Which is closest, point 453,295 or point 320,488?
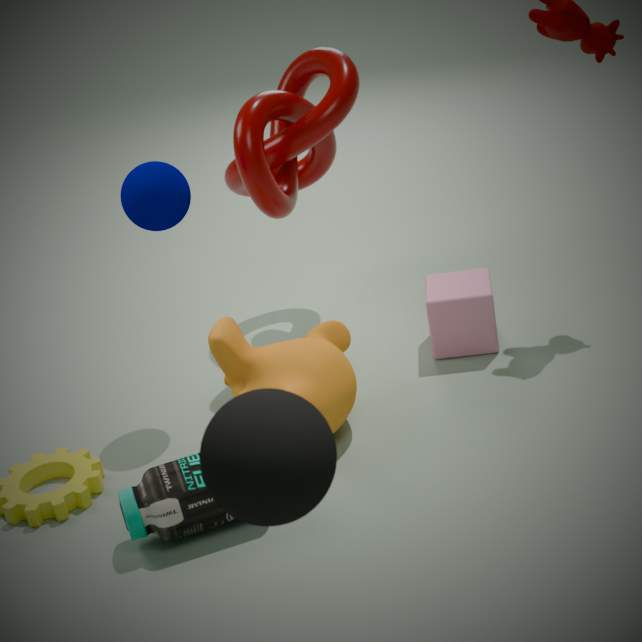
point 320,488
